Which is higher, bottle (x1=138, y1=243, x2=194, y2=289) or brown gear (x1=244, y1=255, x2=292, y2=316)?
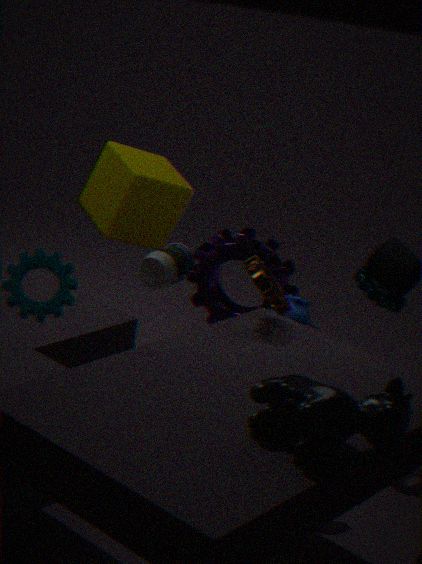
brown gear (x1=244, y1=255, x2=292, y2=316)
